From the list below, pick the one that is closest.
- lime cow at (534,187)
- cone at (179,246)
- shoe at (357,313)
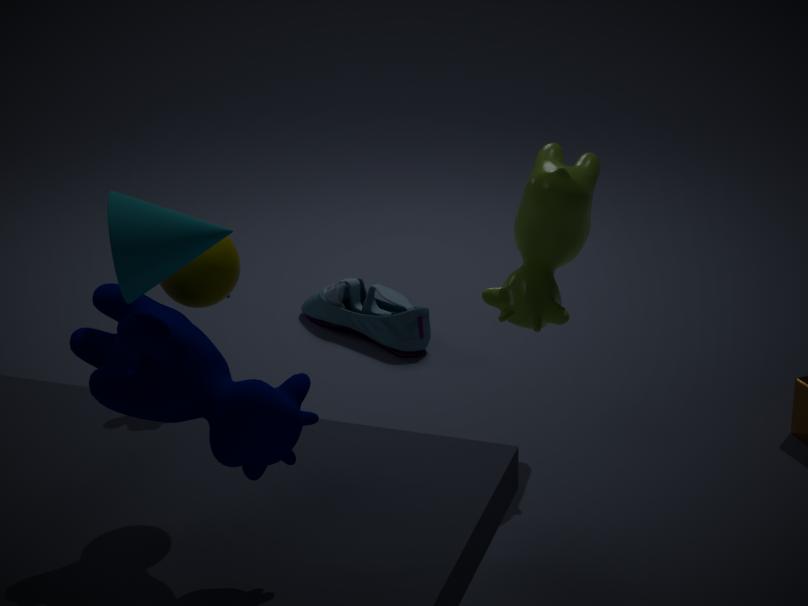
cone at (179,246)
